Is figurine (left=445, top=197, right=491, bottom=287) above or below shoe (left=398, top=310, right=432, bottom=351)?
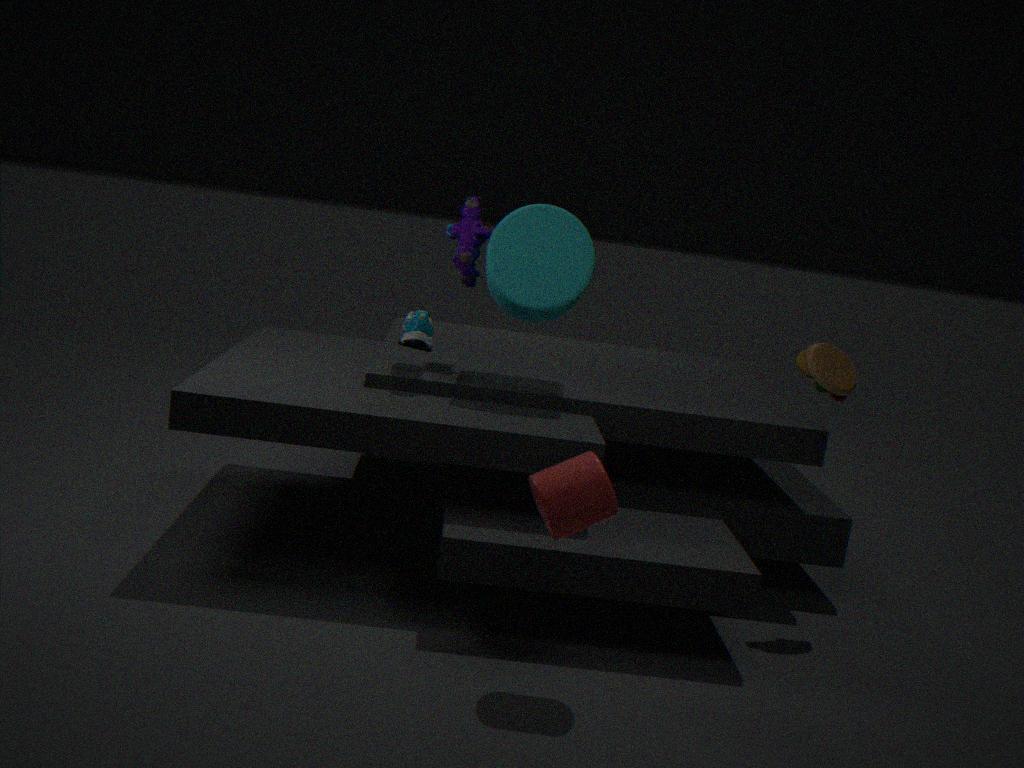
above
